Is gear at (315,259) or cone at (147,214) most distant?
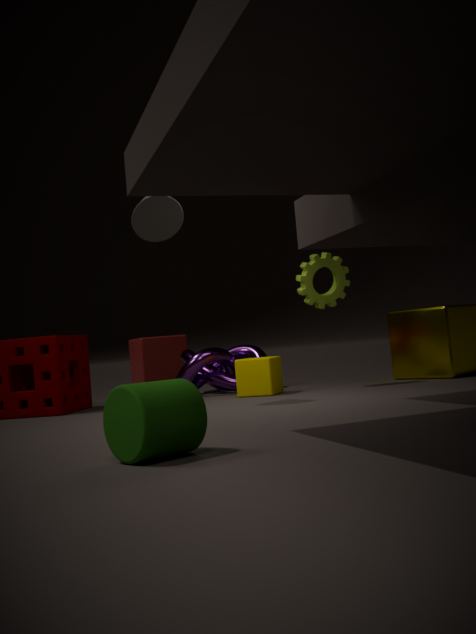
gear at (315,259)
